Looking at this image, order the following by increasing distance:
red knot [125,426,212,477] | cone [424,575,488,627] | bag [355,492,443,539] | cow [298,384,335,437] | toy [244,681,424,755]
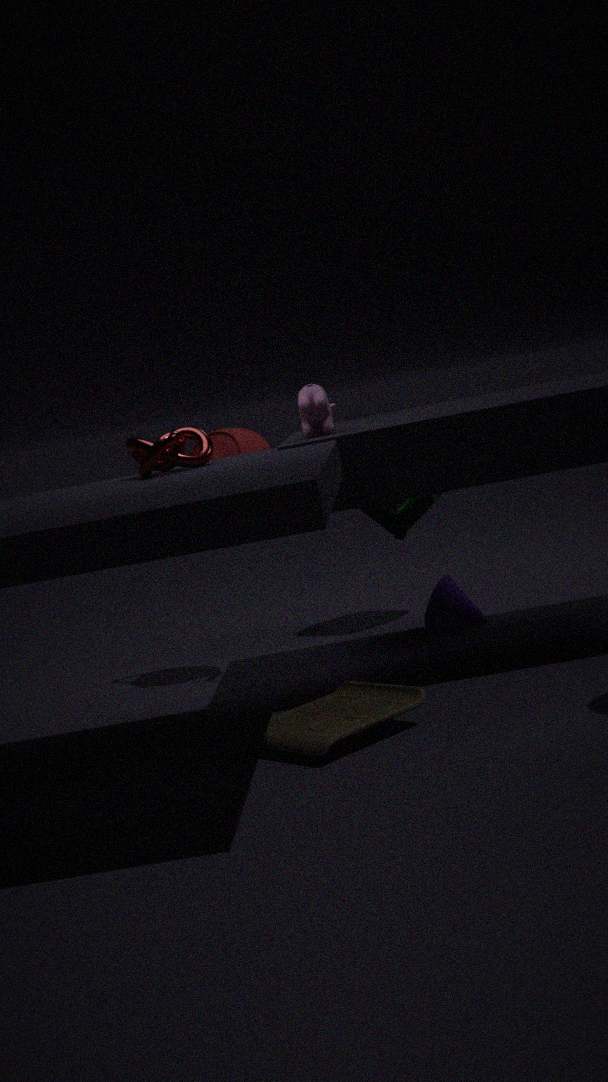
toy [244,681,424,755] < red knot [125,426,212,477] < cow [298,384,335,437] < cone [424,575,488,627] < bag [355,492,443,539]
